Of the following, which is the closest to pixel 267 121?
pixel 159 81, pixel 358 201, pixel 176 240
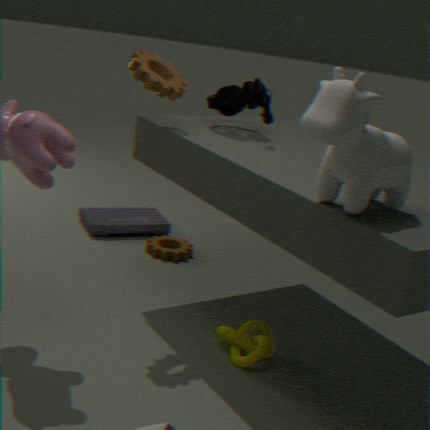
pixel 159 81
